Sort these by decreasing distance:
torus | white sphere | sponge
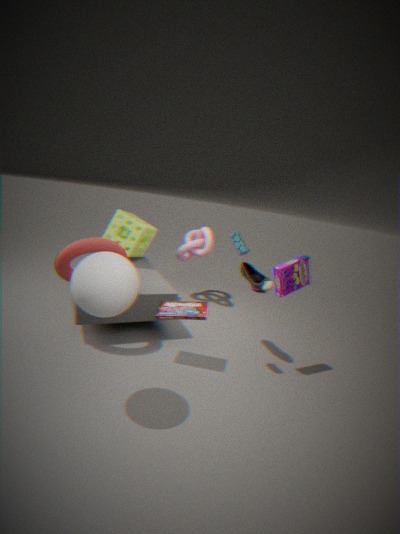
sponge, torus, white sphere
